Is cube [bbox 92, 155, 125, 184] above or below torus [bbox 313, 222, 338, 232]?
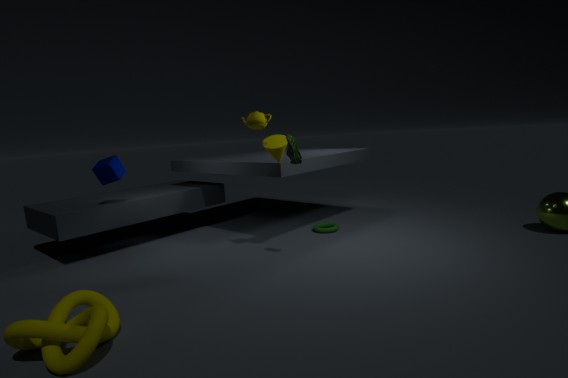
above
